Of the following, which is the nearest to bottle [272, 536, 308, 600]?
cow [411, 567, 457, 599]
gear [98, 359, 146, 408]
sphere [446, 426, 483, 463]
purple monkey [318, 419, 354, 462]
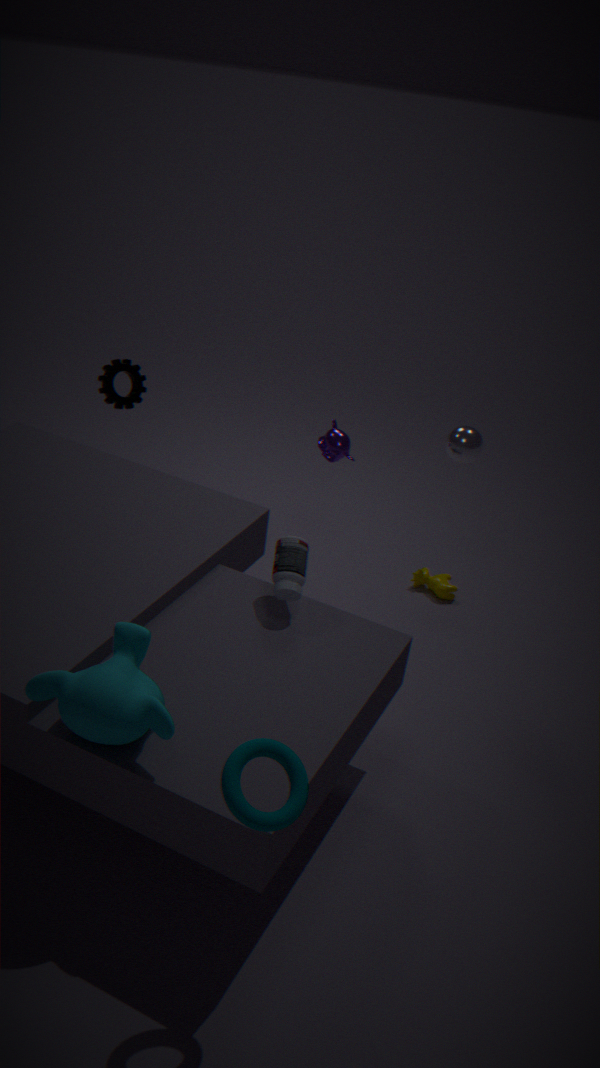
purple monkey [318, 419, 354, 462]
